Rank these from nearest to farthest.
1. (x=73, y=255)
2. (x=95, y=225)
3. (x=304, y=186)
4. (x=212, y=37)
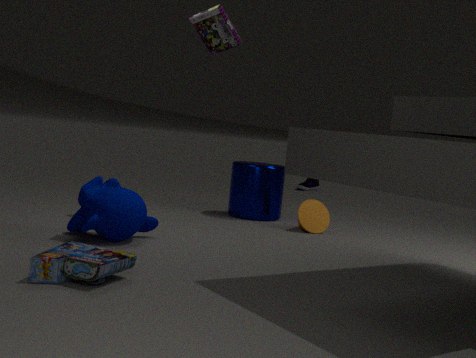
(x=73, y=255)
(x=95, y=225)
(x=212, y=37)
(x=304, y=186)
